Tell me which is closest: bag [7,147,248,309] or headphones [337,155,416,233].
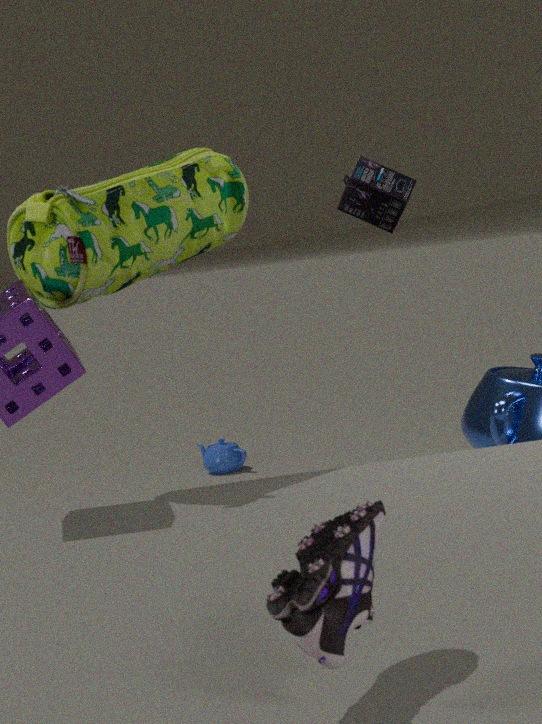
bag [7,147,248,309]
